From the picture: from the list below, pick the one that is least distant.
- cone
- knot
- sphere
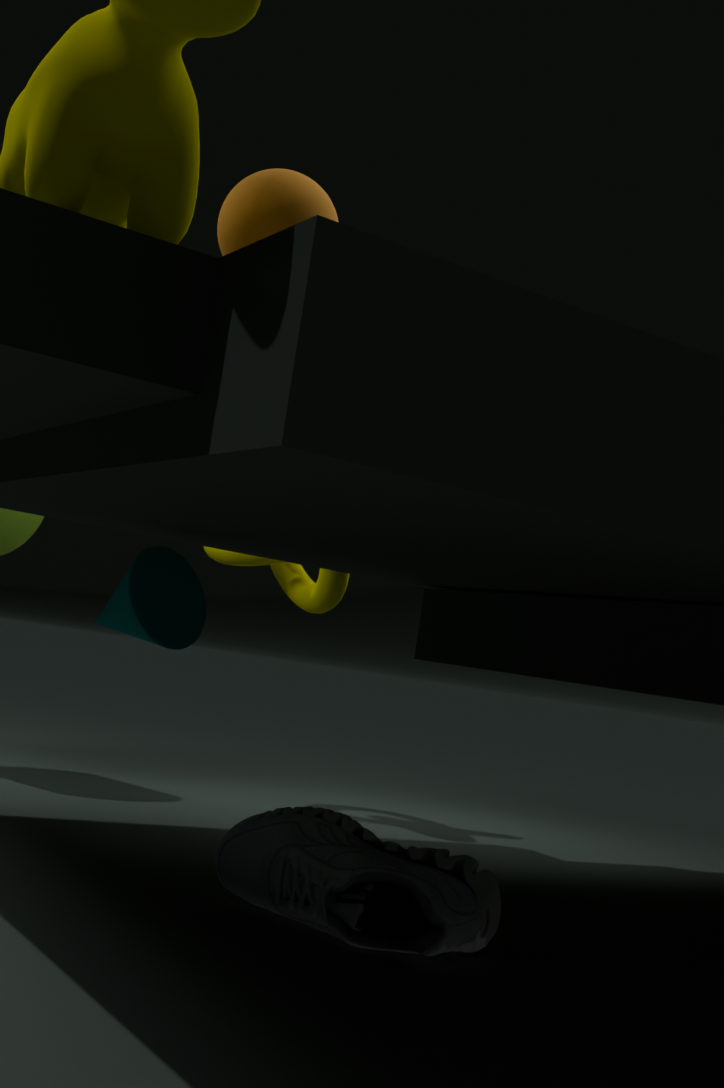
sphere
